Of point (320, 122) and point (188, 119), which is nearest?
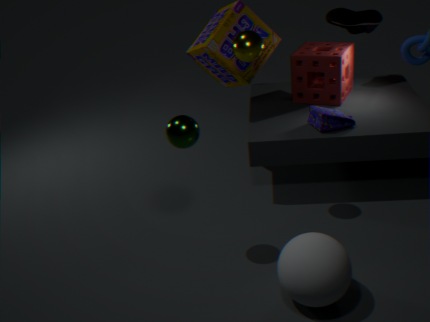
point (188, 119)
